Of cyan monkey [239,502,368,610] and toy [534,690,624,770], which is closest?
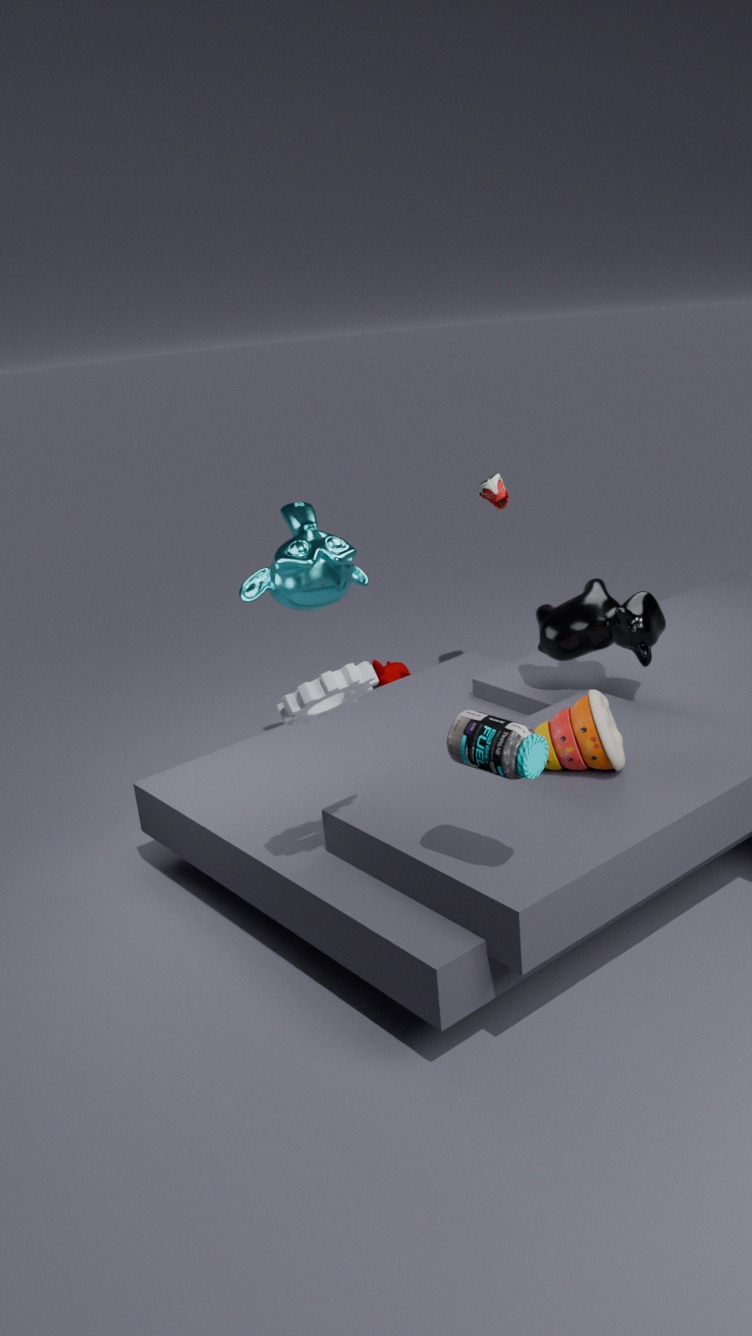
toy [534,690,624,770]
